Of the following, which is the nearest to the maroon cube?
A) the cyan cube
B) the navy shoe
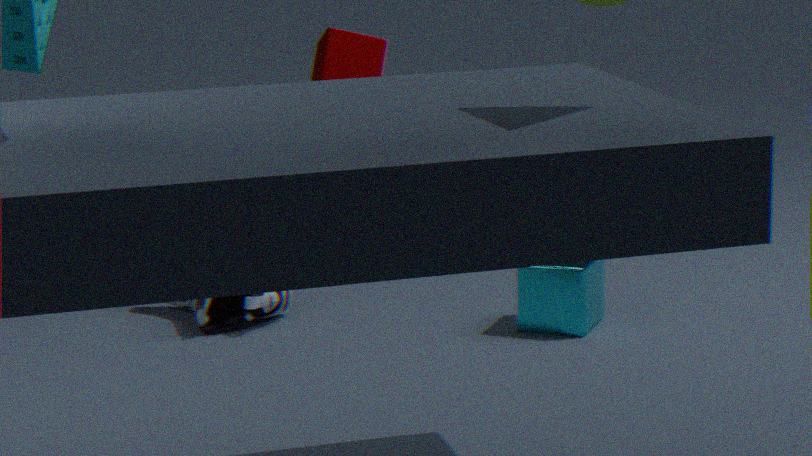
the navy shoe
